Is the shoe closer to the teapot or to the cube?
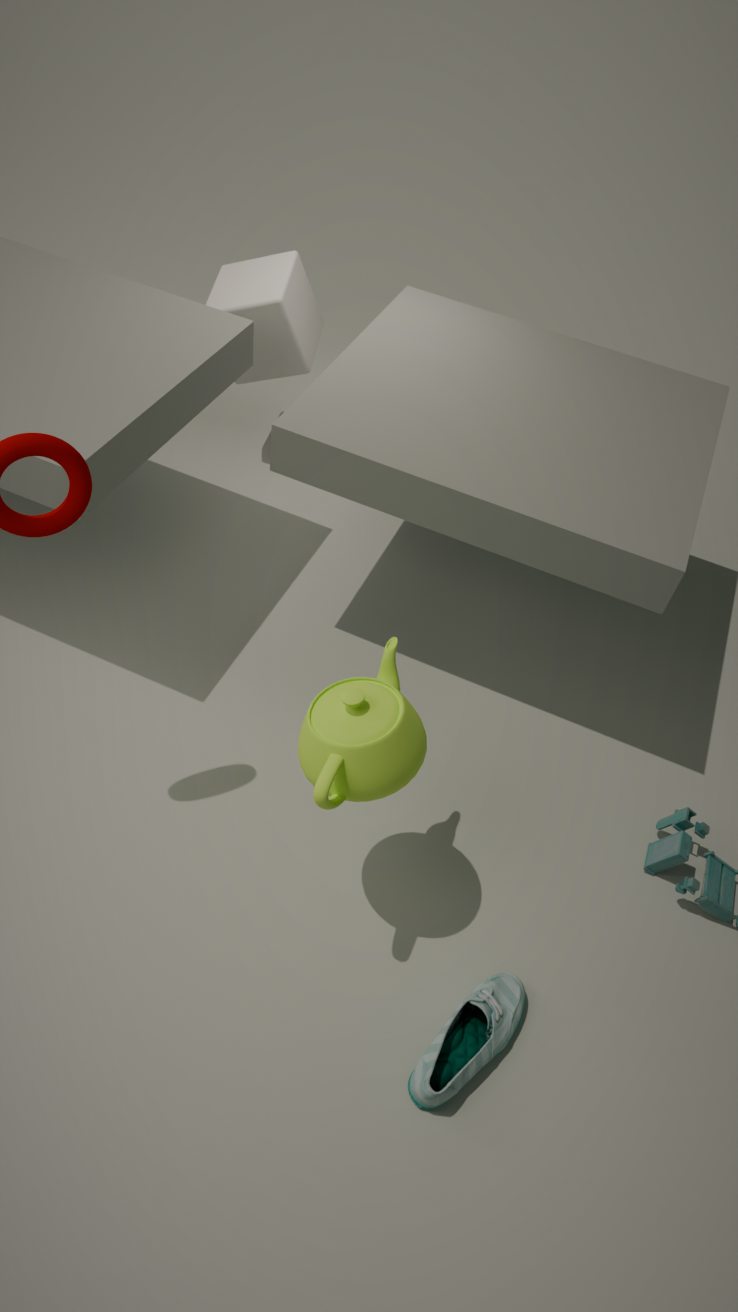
the teapot
